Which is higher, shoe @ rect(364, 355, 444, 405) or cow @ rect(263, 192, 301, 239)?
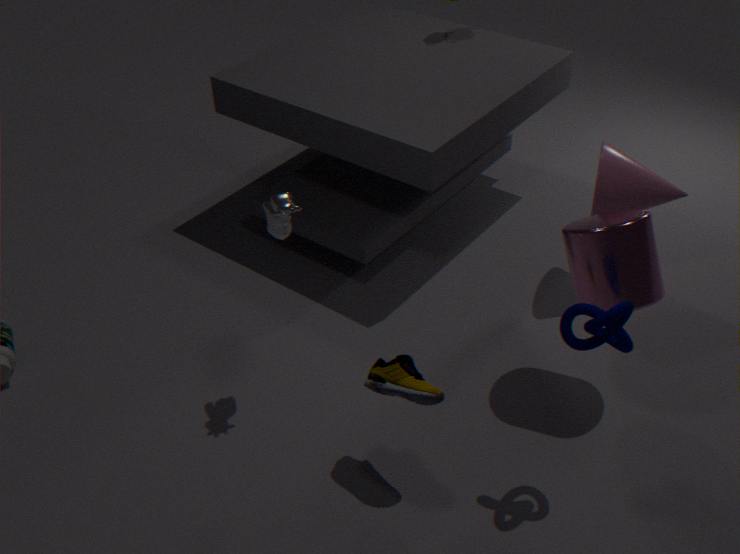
cow @ rect(263, 192, 301, 239)
